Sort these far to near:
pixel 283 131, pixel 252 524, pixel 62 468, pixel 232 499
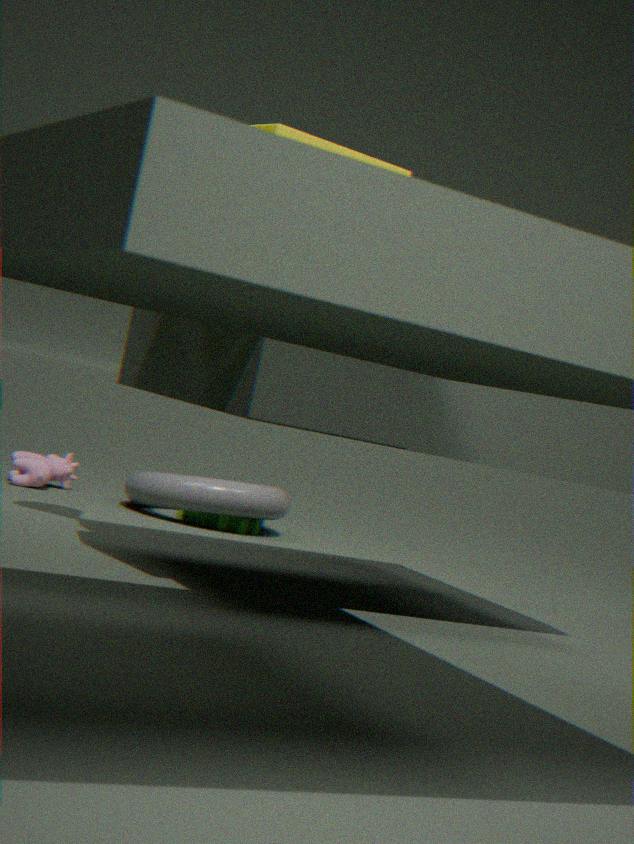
1. pixel 62 468
2. pixel 252 524
3. pixel 232 499
4. pixel 283 131
